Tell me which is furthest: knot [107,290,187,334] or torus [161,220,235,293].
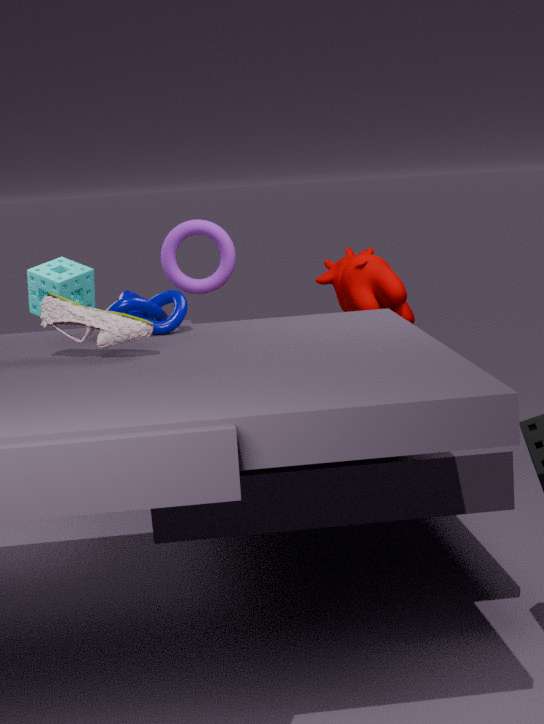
torus [161,220,235,293]
